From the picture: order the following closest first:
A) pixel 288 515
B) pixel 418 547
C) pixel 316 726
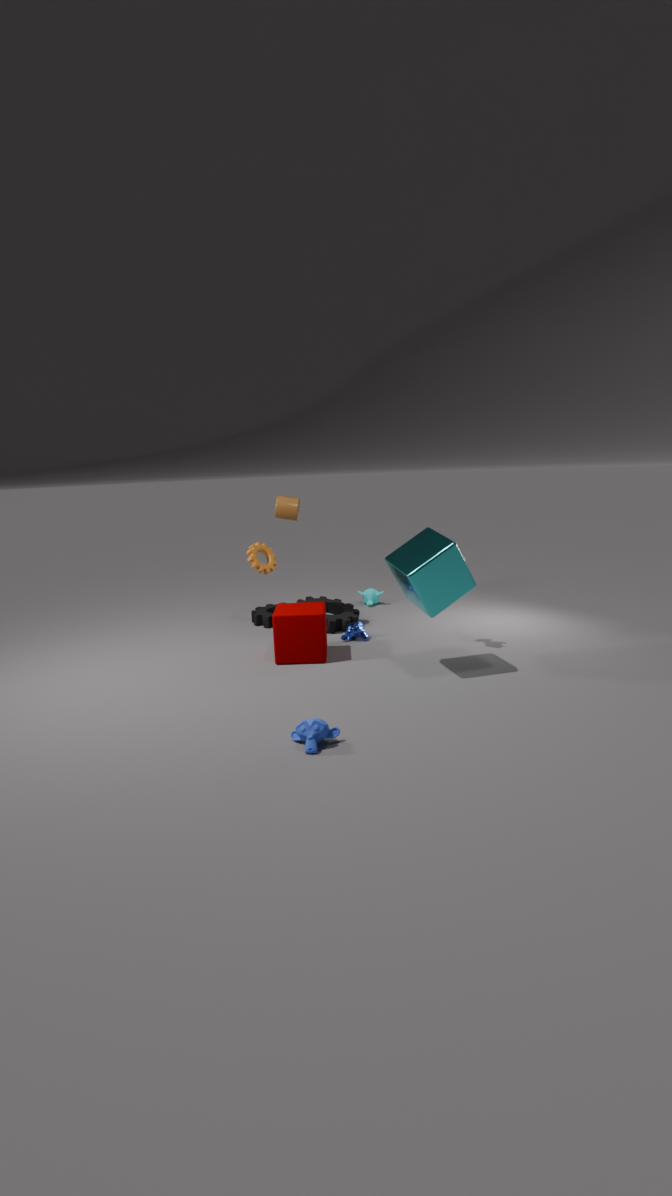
pixel 316 726 → pixel 418 547 → pixel 288 515
